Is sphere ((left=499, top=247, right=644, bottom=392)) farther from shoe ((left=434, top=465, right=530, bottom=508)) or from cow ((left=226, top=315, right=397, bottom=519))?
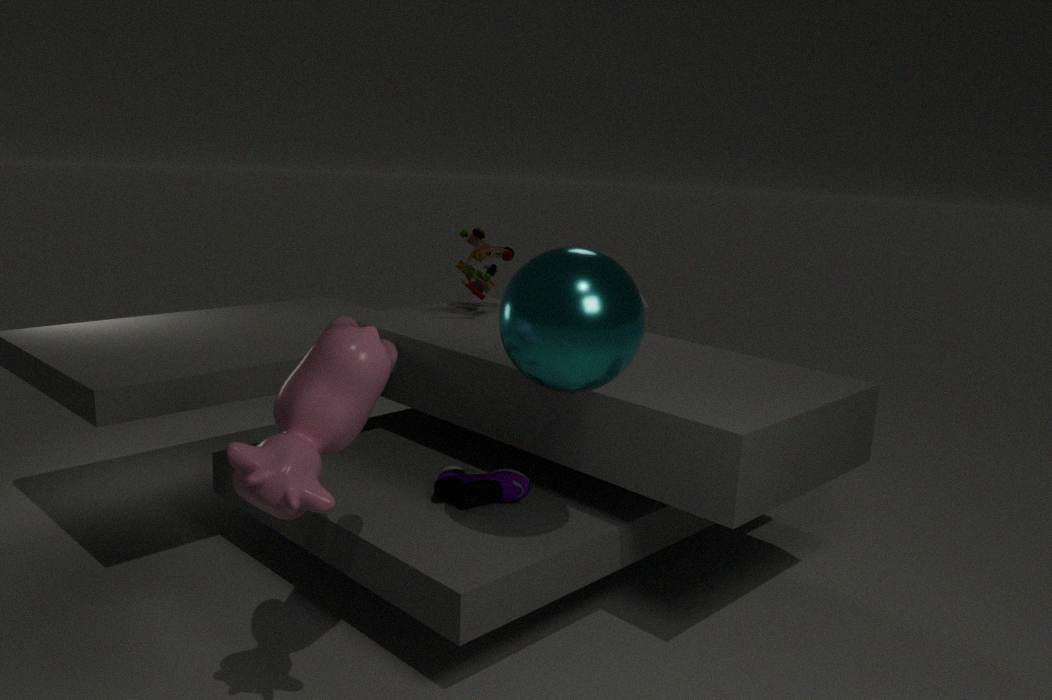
shoe ((left=434, top=465, right=530, bottom=508))
